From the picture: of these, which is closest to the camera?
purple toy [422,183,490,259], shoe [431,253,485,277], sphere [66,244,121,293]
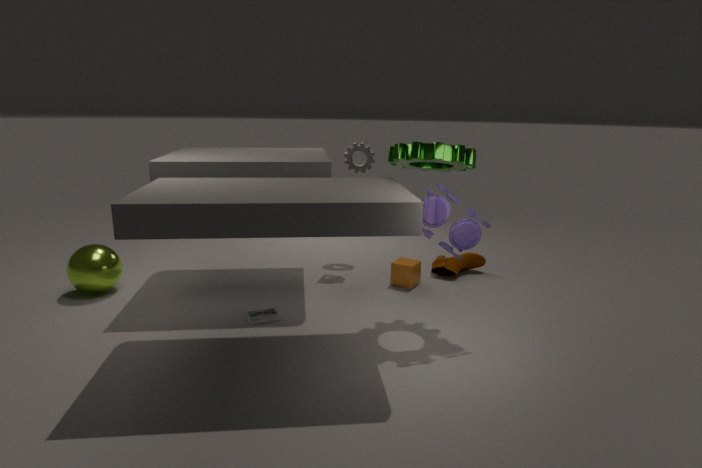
purple toy [422,183,490,259]
